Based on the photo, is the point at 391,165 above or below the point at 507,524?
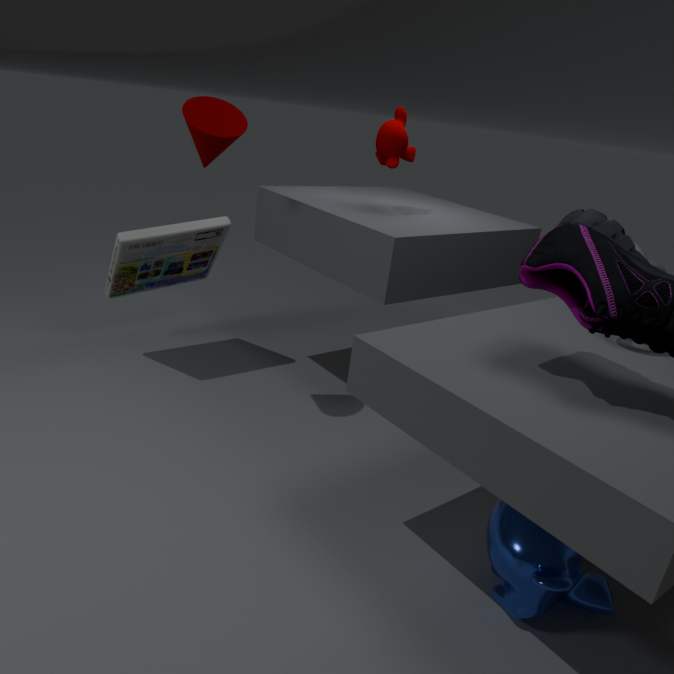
above
